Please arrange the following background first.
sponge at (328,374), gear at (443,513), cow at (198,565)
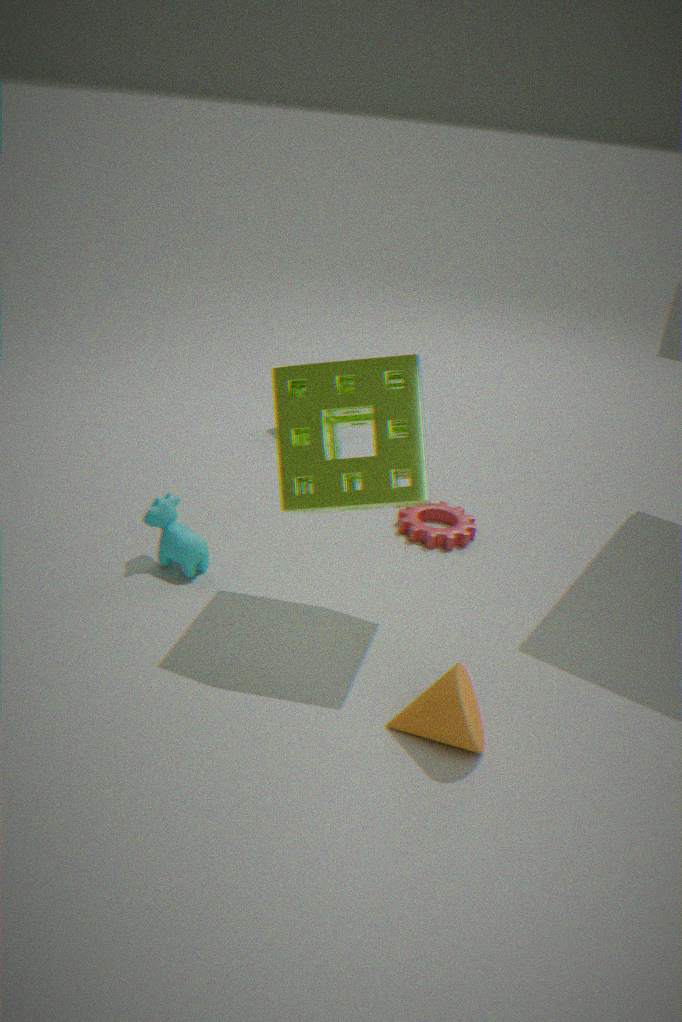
gear at (443,513)
cow at (198,565)
sponge at (328,374)
